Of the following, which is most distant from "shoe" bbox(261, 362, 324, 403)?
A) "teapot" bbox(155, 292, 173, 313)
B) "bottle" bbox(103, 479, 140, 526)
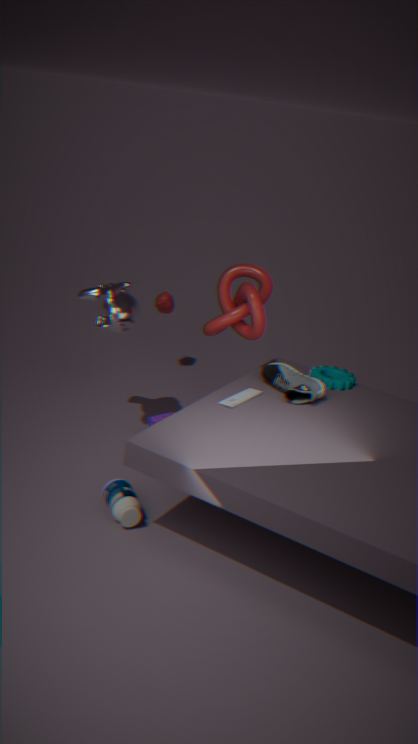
"teapot" bbox(155, 292, 173, 313)
